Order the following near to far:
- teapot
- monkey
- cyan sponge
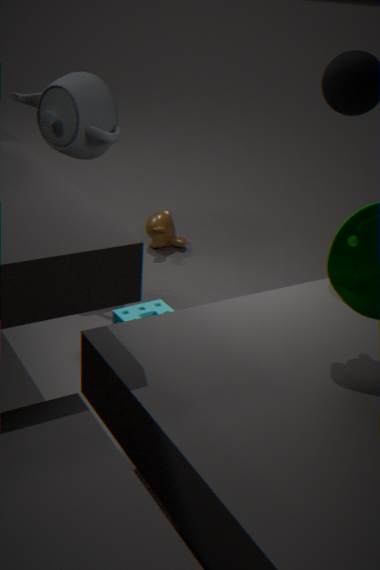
cyan sponge, teapot, monkey
